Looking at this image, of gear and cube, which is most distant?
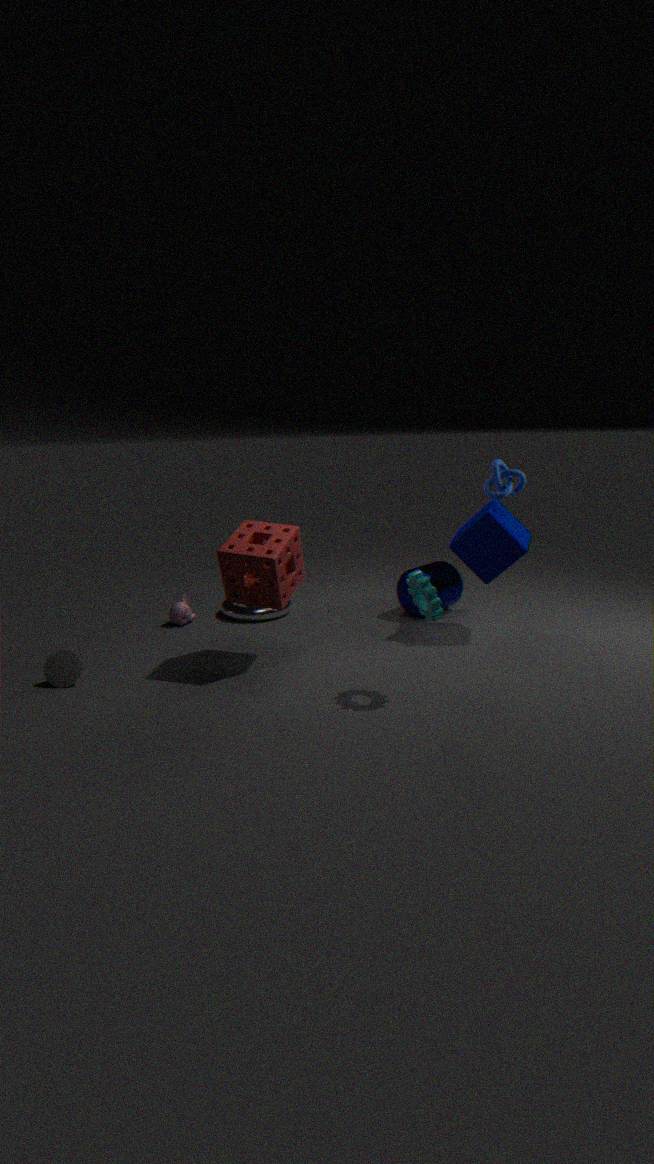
cube
